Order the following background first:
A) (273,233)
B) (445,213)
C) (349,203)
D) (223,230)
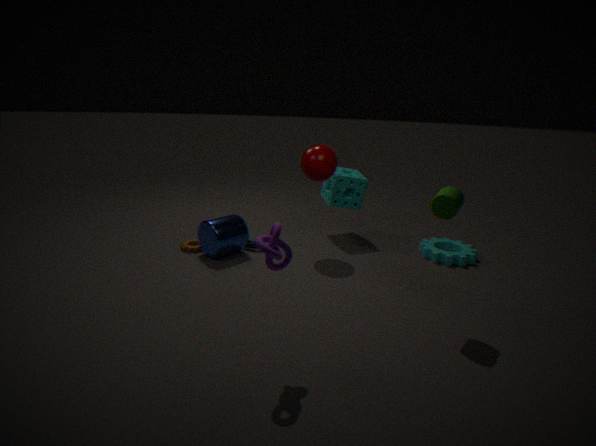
1. (349,203)
2. (223,230)
3. (445,213)
4. (273,233)
